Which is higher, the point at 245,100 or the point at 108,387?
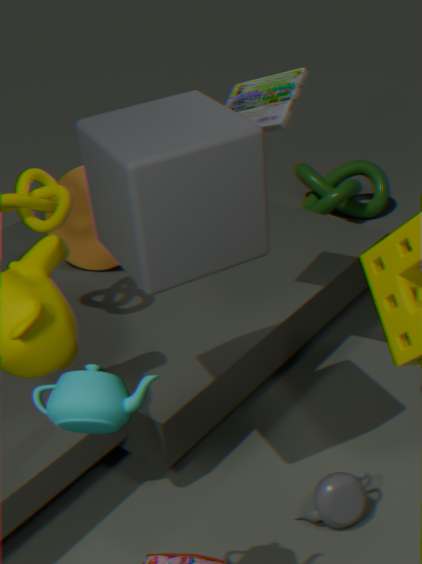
the point at 245,100
